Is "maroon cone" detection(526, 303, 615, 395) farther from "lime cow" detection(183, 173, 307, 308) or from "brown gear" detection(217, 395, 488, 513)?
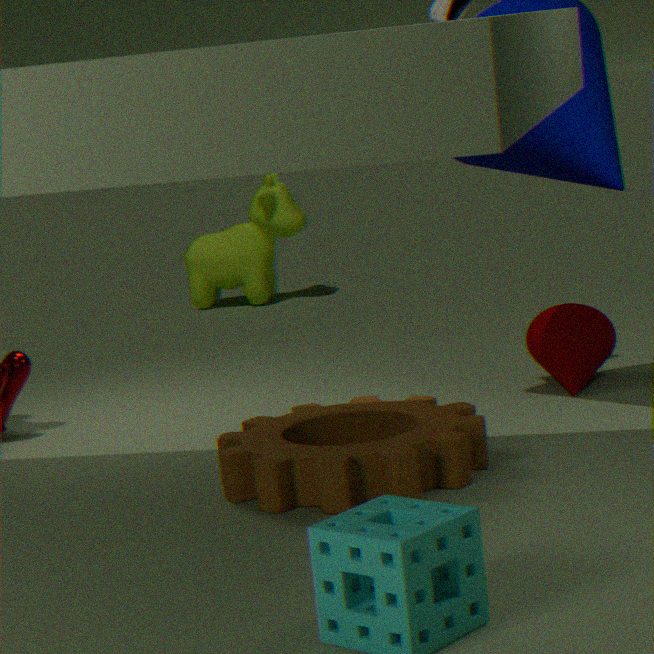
"lime cow" detection(183, 173, 307, 308)
